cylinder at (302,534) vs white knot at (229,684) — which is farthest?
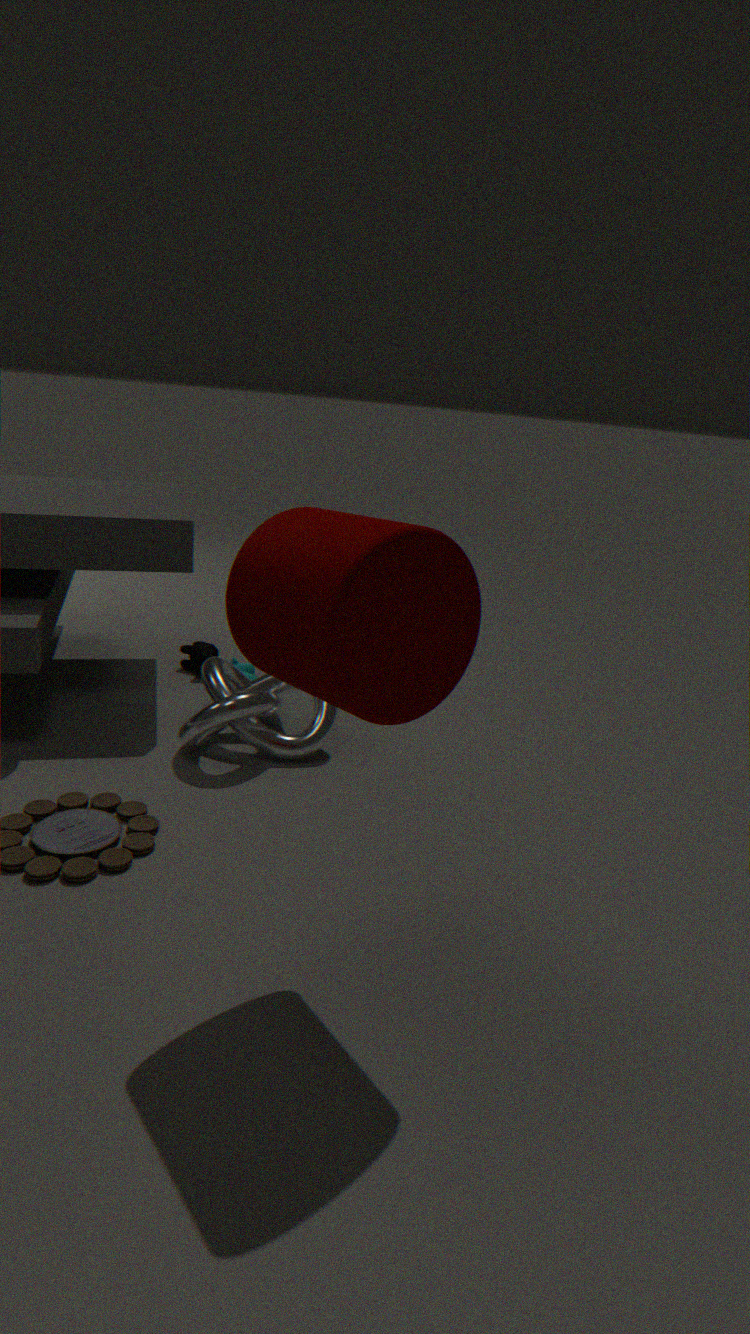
white knot at (229,684)
